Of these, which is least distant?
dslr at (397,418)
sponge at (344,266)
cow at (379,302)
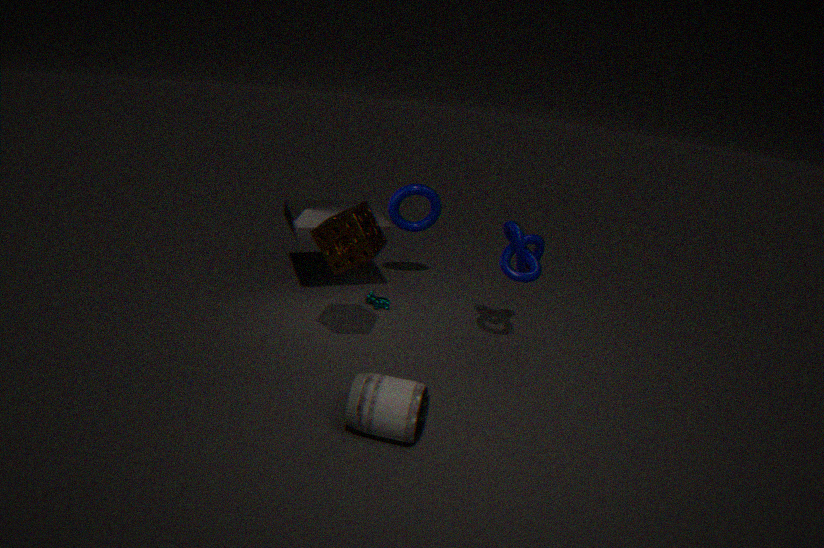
dslr at (397,418)
